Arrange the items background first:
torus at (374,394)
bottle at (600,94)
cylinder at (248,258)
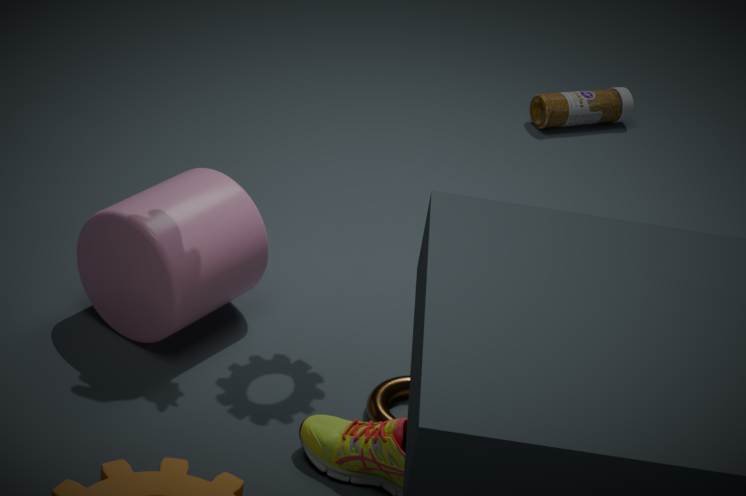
bottle at (600,94)
cylinder at (248,258)
torus at (374,394)
